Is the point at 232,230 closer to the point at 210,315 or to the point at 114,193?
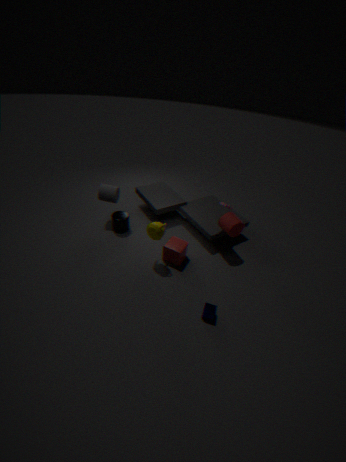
the point at 210,315
